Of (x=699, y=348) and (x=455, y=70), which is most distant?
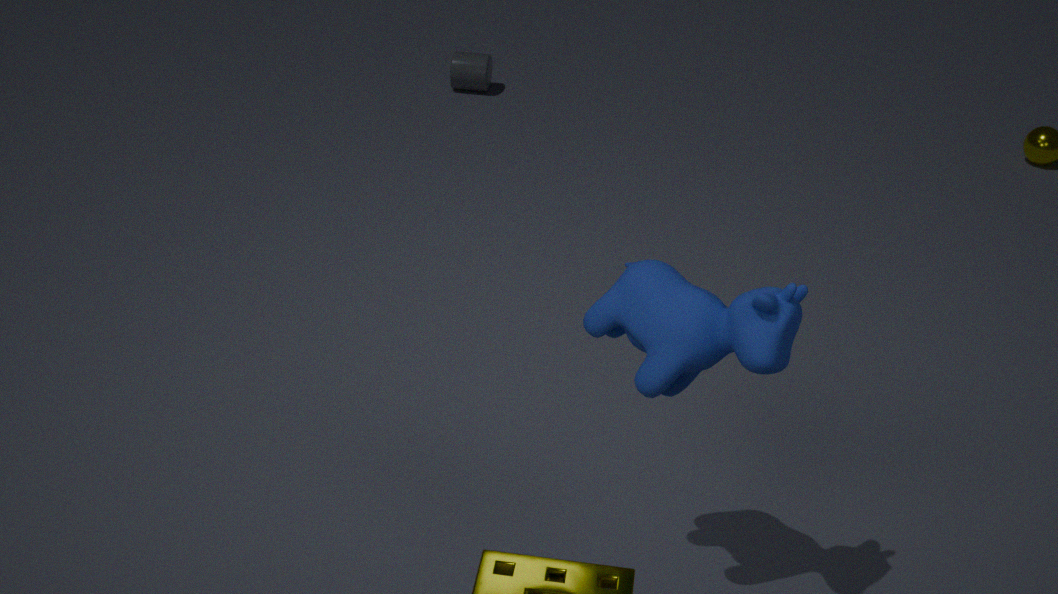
(x=455, y=70)
